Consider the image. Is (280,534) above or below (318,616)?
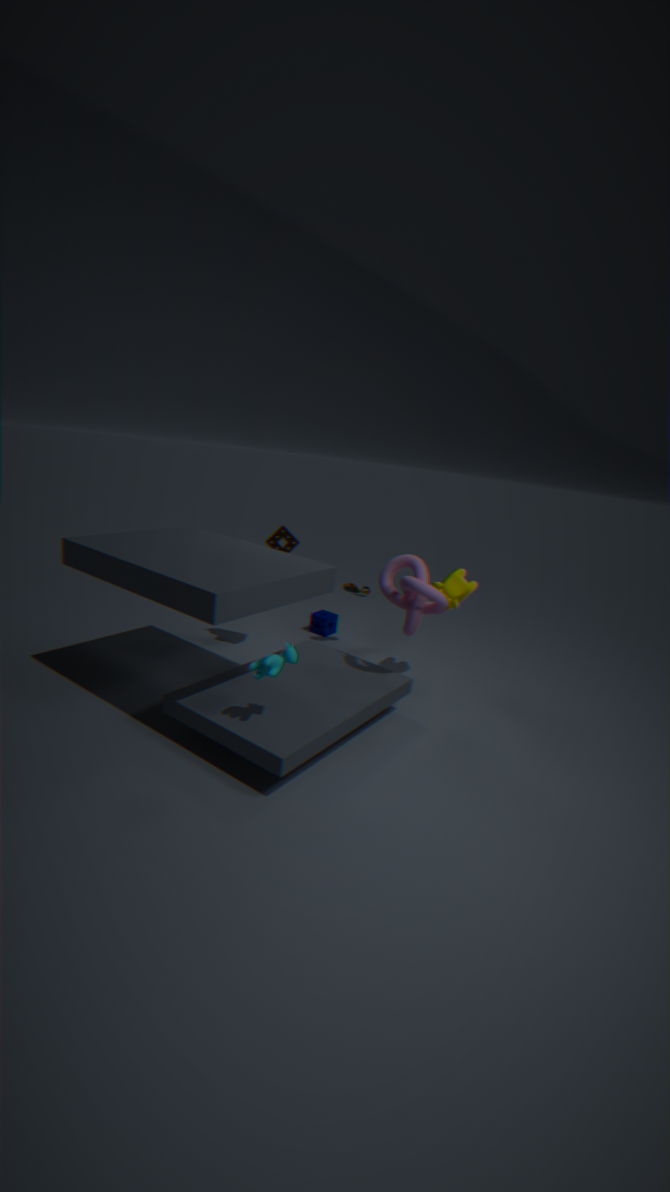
above
